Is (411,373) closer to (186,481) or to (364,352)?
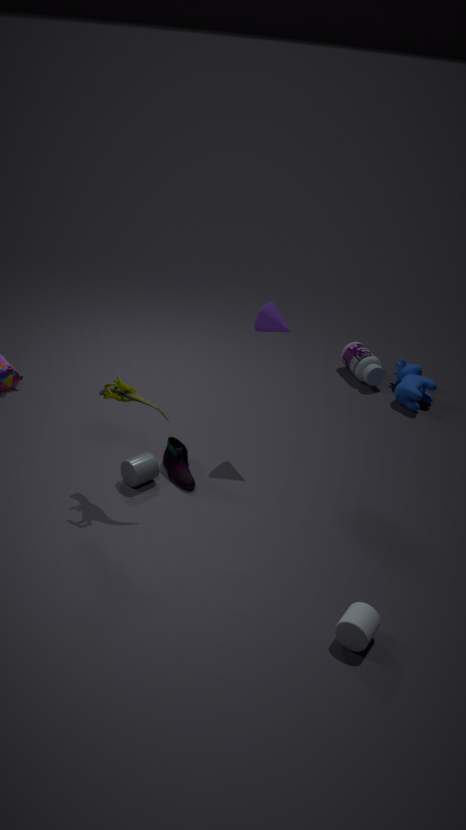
(364,352)
